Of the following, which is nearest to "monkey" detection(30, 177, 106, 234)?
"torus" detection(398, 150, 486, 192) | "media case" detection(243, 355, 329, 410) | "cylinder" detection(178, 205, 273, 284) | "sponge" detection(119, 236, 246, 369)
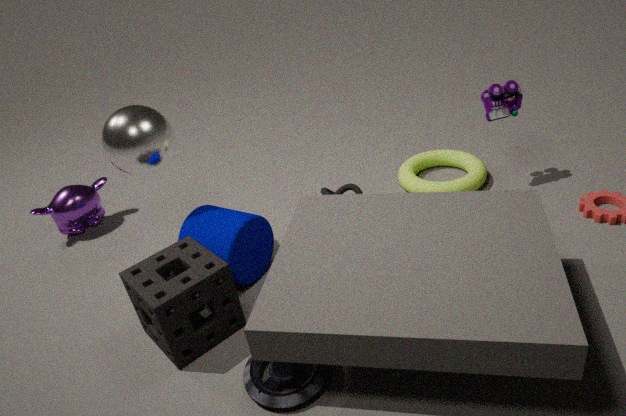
Result: "cylinder" detection(178, 205, 273, 284)
